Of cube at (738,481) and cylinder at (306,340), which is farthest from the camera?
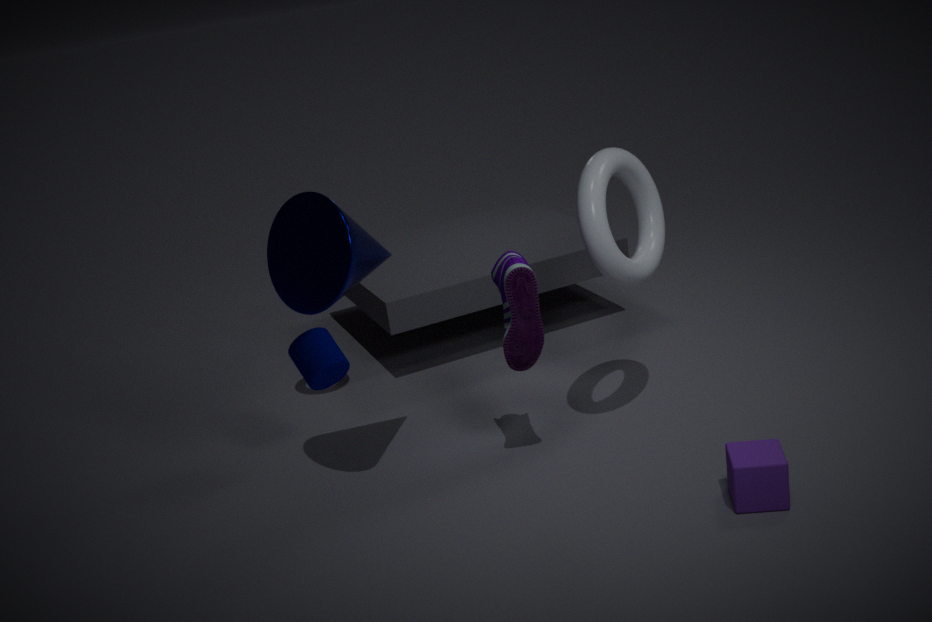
cylinder at (306,340)
